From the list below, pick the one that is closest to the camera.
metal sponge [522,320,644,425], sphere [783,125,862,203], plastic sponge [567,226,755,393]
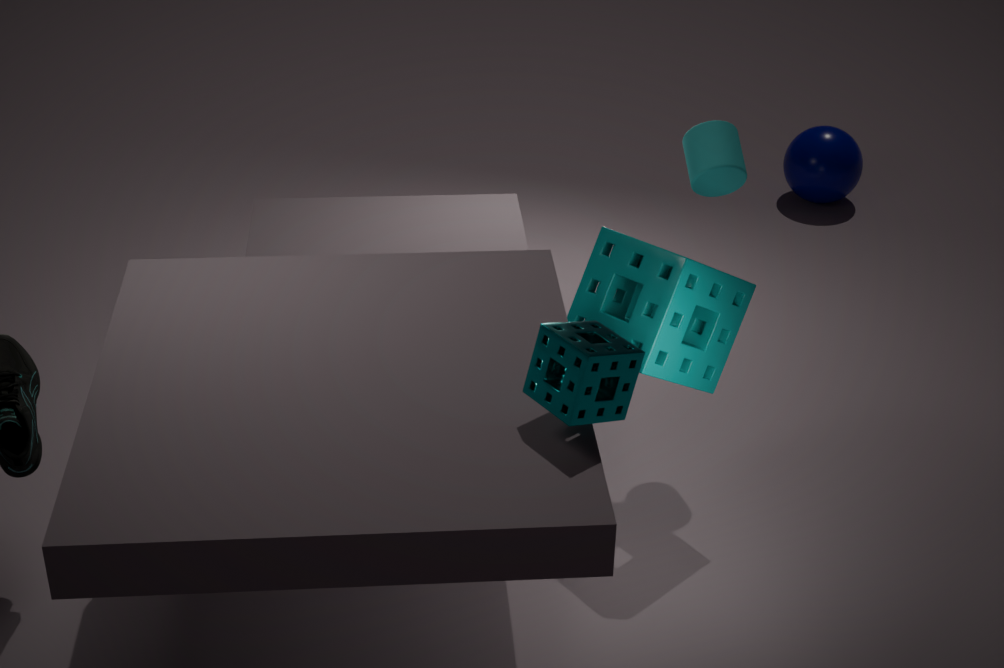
metal sponge [522,320,644,425]
